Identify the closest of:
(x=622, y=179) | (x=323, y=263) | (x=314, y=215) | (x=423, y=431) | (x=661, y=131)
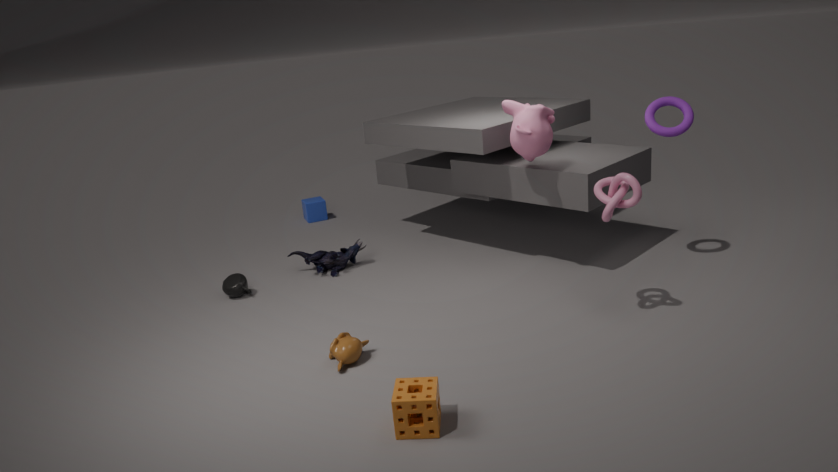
(x=423, y=431)
